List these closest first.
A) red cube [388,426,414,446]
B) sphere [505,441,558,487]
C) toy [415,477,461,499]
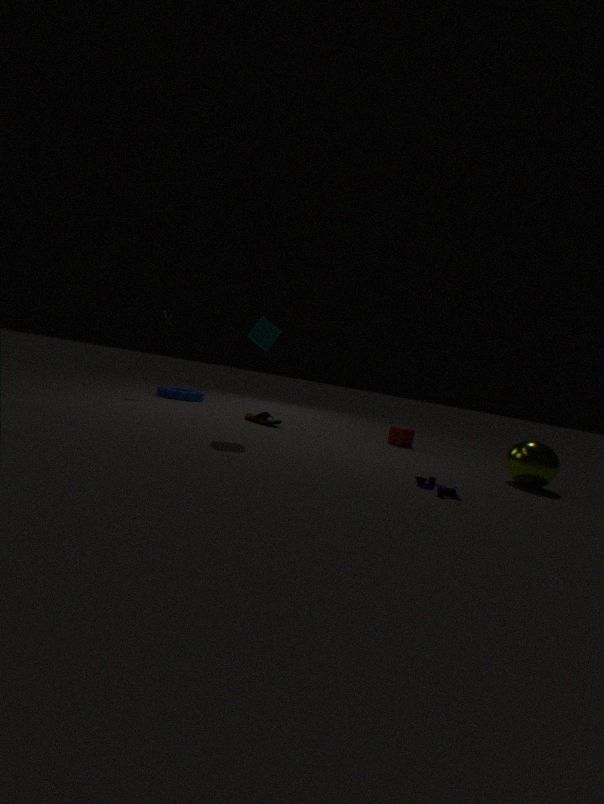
C. toy [415,477,461,499] < B. sphere [505,441,558,487] < A. red cube [388,426,414,446]
